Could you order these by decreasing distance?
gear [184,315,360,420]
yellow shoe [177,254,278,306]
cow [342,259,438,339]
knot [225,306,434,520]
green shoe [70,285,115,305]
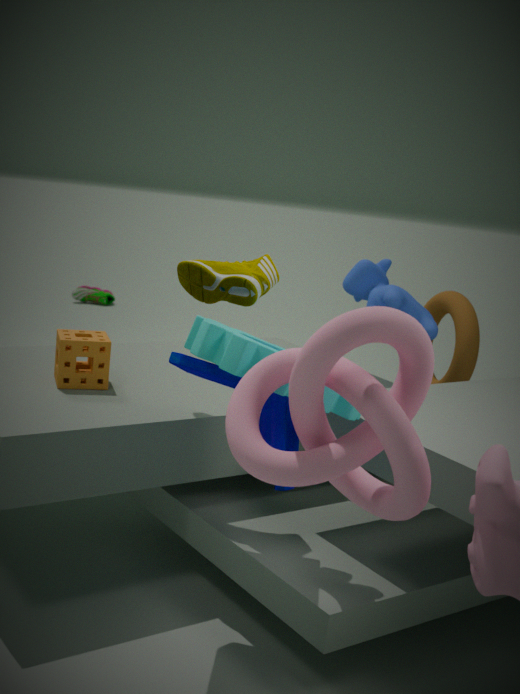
1. green shoe [70,285,115,305]
2. cow [342,259,438,339]
3. yellow shoe [177,254,278,306]
4. gear [184,315,360,420]
5. knot [225,306,434,520]
